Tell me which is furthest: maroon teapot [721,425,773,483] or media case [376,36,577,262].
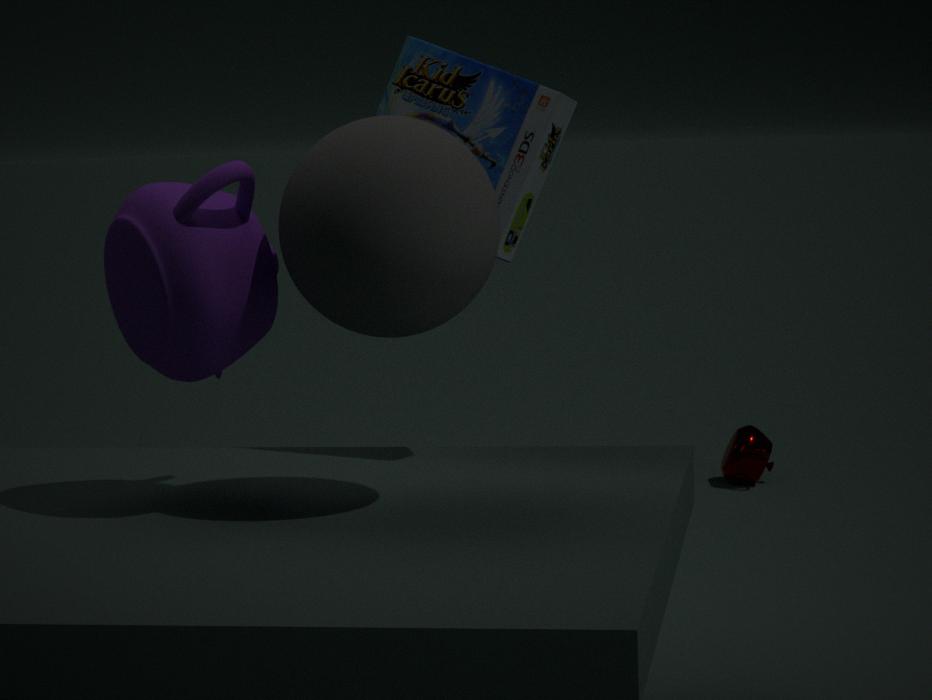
maroon teapot [721,425,773,483]
